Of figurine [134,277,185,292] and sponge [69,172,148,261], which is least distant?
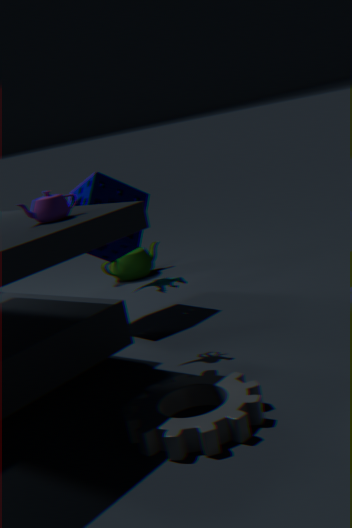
figurine [134,277,185,292]
